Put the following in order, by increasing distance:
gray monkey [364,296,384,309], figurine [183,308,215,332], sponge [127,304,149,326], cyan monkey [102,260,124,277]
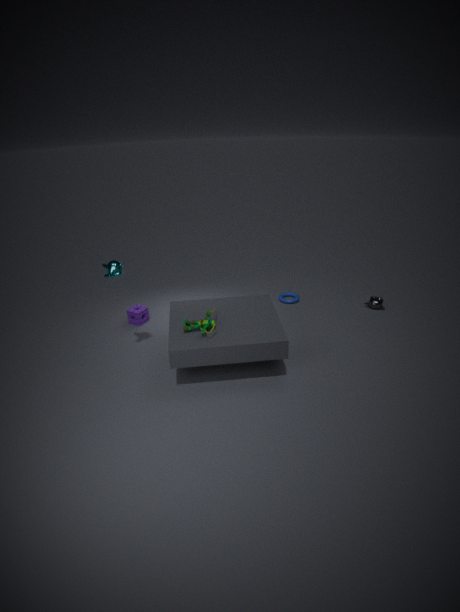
1. figurine [183,308,215,332]
2. cyan monkey [102,260,124,277]
3. sponge [127,304,149,326]
4. gray monkey [364,296,384,309]
